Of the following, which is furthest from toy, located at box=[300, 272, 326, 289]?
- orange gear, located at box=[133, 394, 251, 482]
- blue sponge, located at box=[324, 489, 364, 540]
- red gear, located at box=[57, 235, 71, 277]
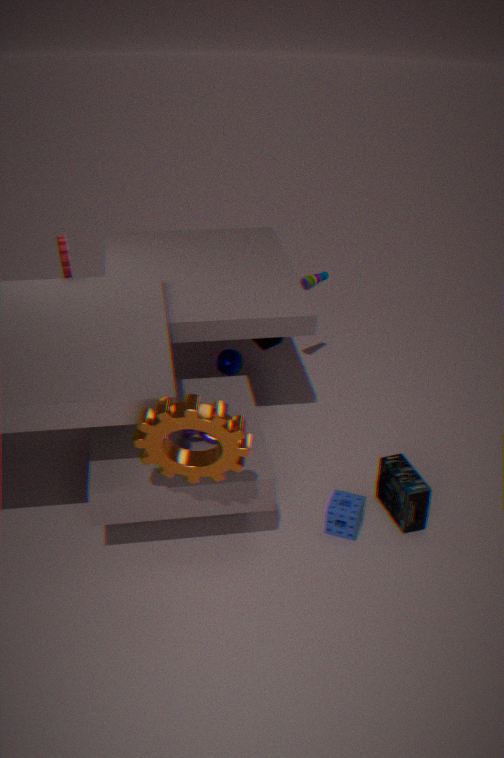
orange gear, located at box=[133, 394, 251, 482]
